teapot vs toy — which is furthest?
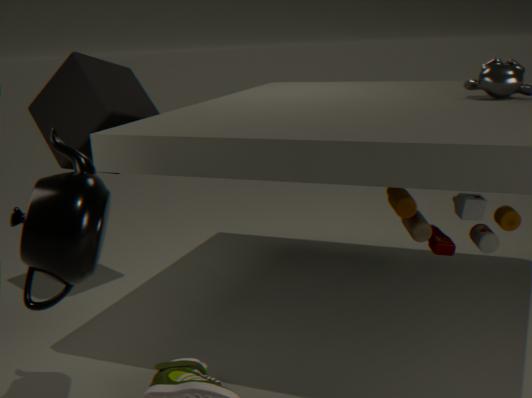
toy
